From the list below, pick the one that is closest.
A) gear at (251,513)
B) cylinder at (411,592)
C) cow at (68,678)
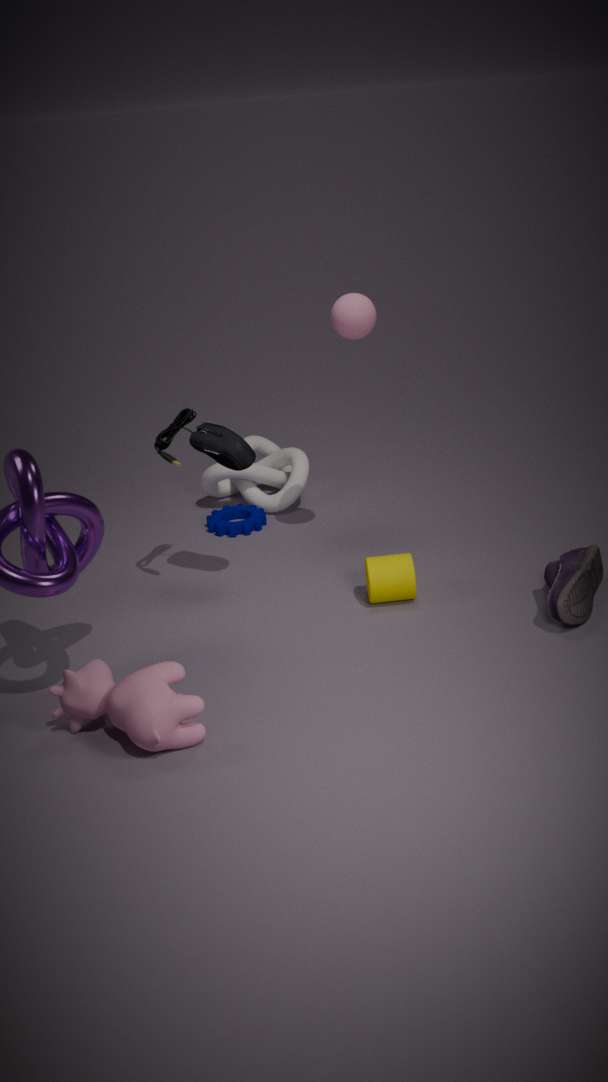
cow at (68,678)
